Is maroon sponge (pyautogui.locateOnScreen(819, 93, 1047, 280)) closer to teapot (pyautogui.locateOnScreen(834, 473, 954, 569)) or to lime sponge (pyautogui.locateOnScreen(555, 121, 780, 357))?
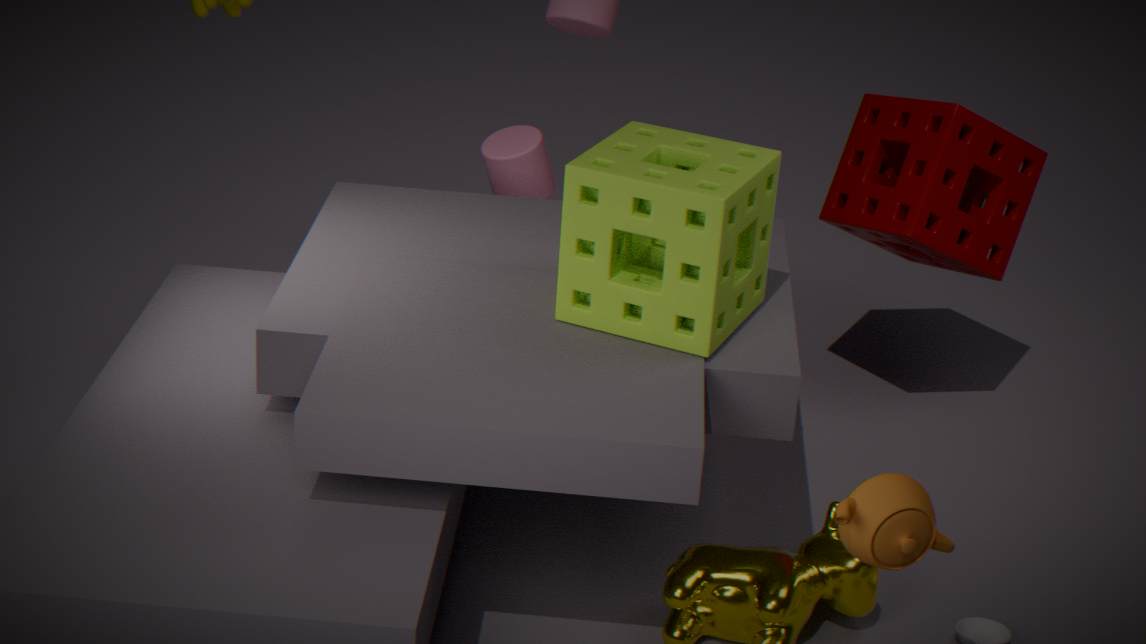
lime sponge (pyautogui.locateOnScreen(555, 121, 780, 357))
